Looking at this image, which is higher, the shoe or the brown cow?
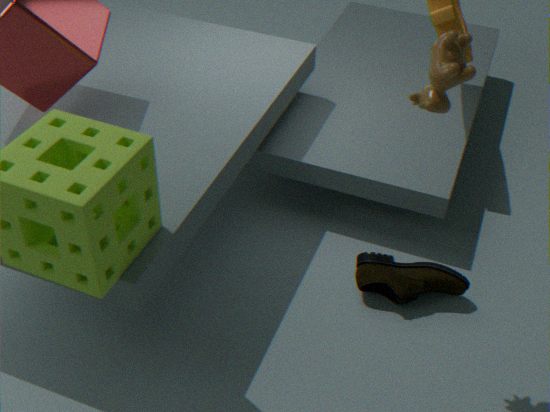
the brown cow
